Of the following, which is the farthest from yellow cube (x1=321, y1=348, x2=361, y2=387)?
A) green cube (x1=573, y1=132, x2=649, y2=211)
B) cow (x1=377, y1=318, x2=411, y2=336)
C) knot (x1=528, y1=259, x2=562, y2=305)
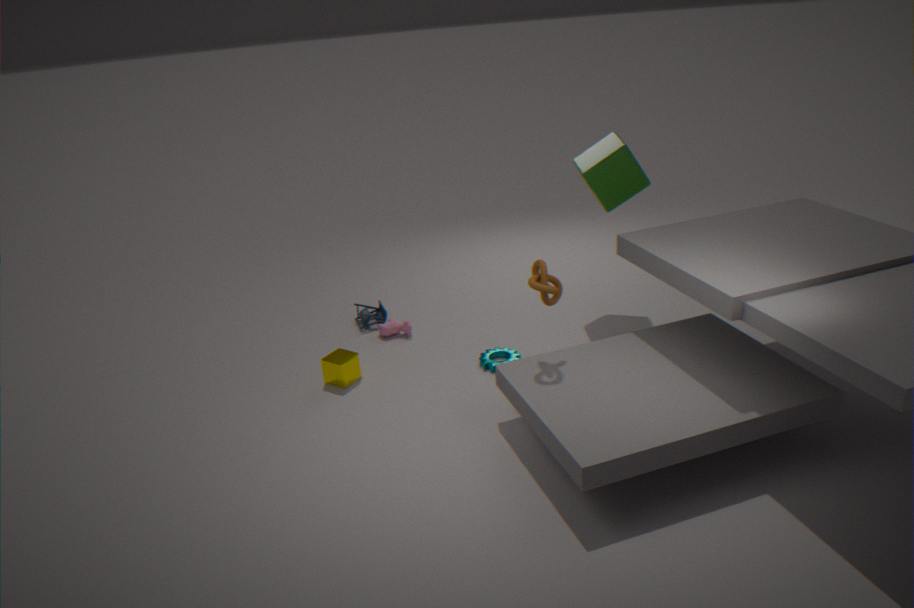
green cube (x1=573, y1=132, x2=649, y2=211)
